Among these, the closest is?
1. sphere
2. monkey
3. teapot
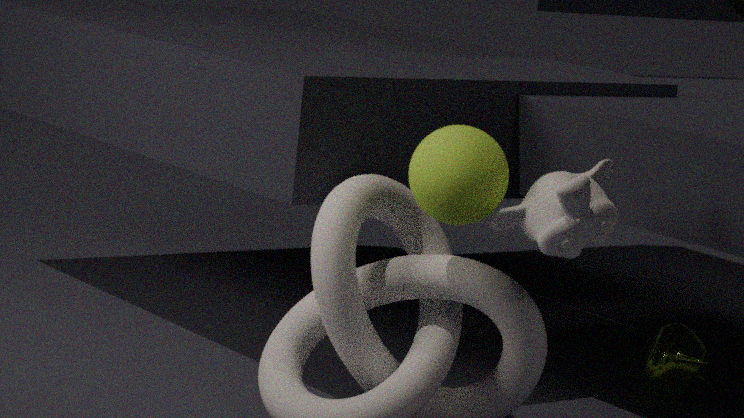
monkey
